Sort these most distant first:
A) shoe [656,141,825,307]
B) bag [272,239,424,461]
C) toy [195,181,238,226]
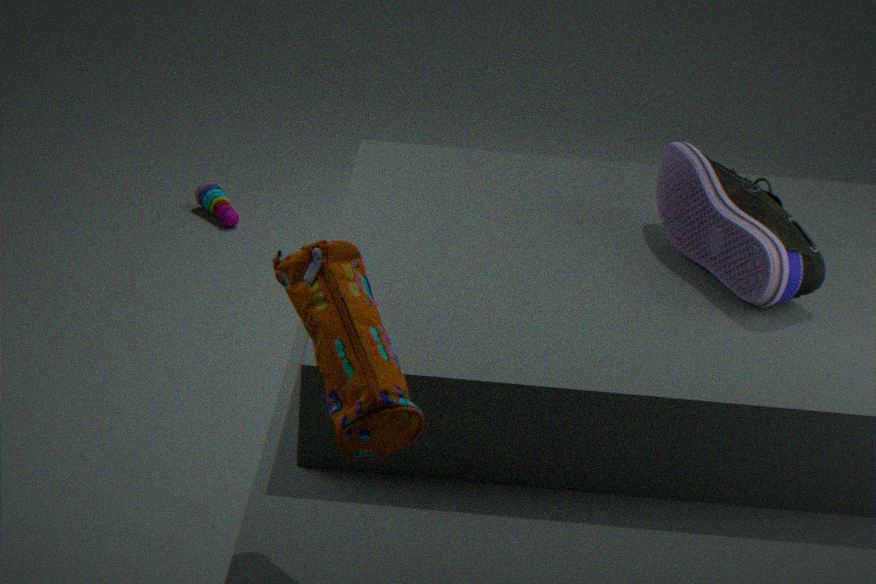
1. toy [195,181,238,226]
2. shoe [656,141,825,307]
3. bag [272,239,424,461]
